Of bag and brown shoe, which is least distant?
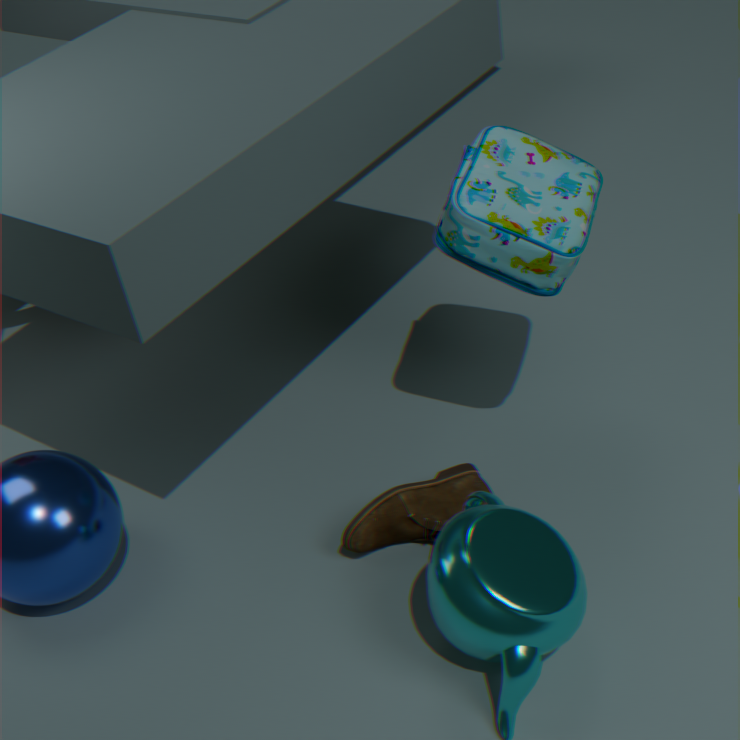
bag
